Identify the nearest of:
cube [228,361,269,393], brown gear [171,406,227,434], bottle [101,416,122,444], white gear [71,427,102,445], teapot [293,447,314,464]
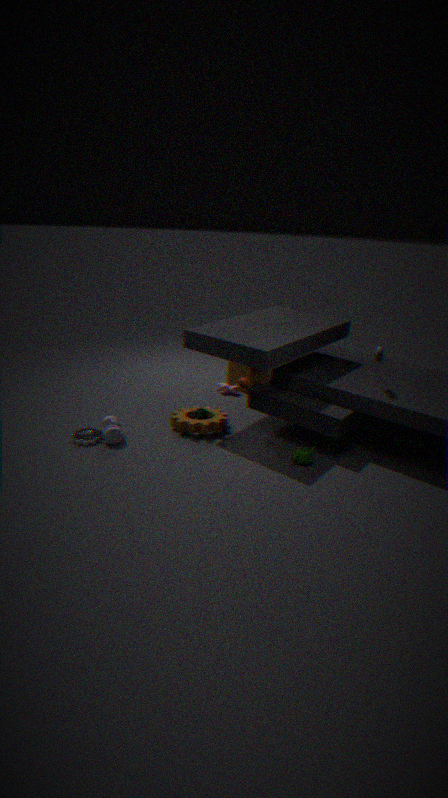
teapot [293,447,314,464]
